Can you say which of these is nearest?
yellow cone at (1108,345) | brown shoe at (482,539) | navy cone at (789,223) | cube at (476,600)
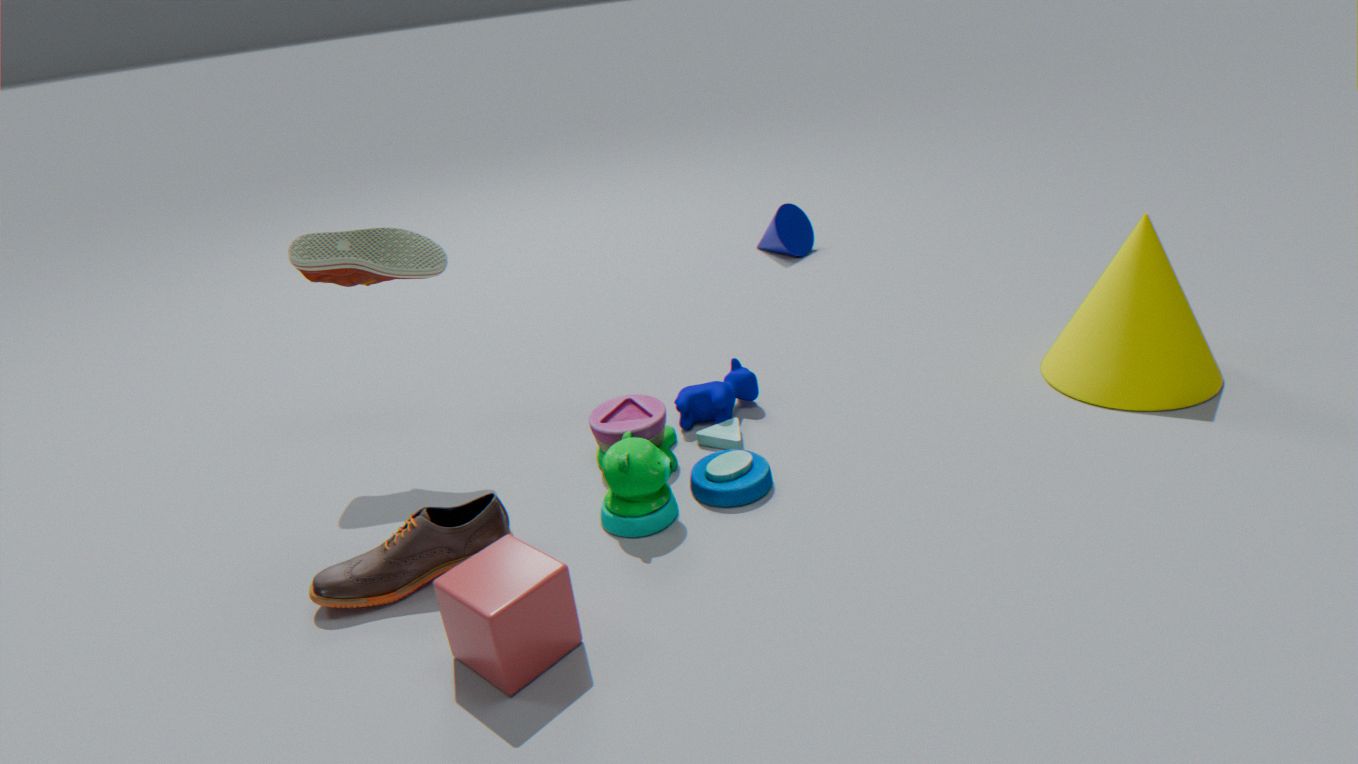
cube at (476,600)
